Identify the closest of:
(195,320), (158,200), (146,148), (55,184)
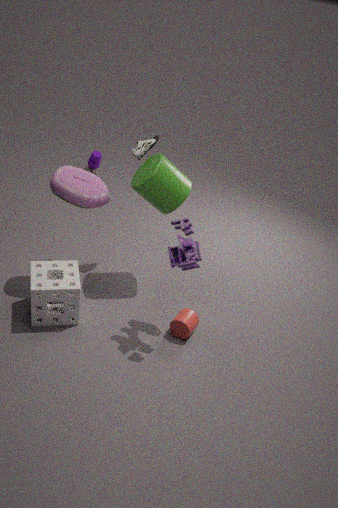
(55,184)
